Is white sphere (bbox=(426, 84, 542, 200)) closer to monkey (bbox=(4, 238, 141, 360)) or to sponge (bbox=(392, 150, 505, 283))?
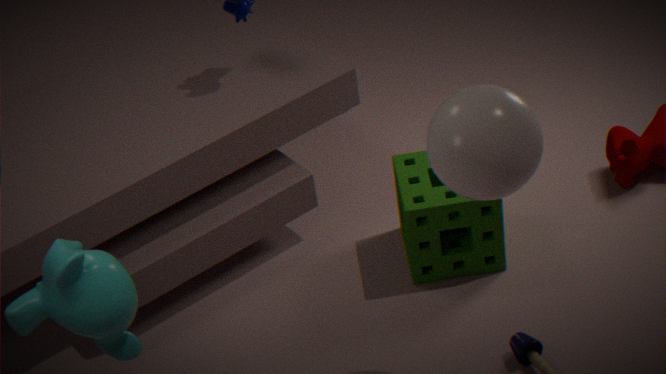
sponge (bbox=(392, 150, 505, 283))
